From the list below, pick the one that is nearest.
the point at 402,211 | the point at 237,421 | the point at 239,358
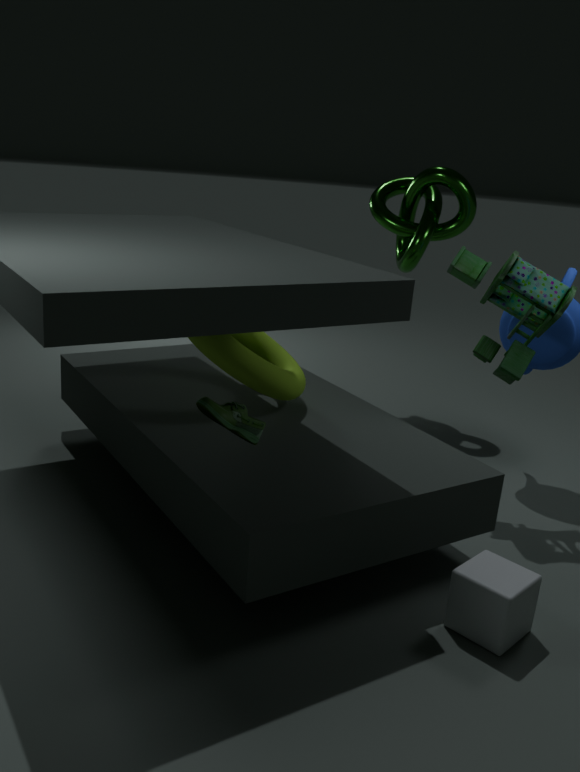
the point at 237,421
